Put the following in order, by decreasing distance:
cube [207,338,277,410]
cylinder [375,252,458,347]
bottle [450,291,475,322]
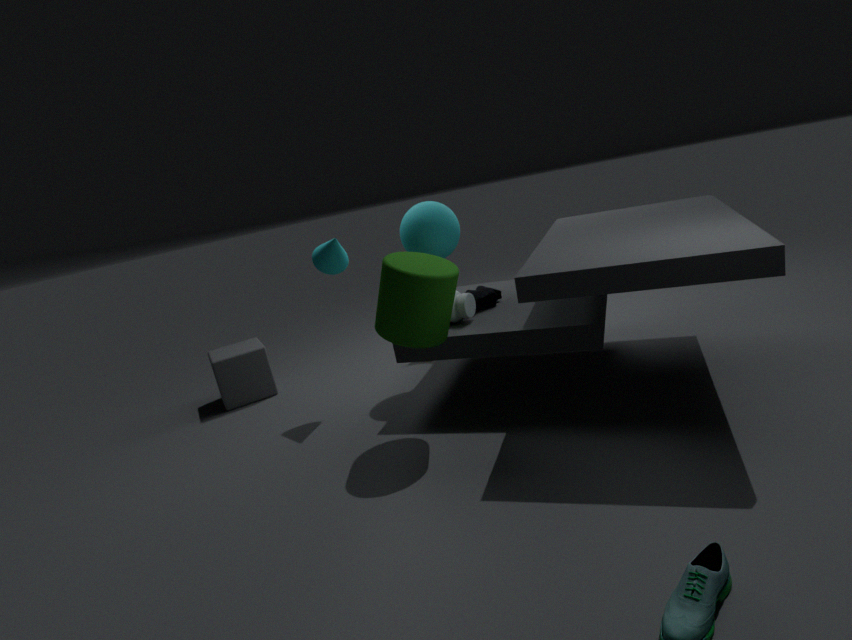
cube [207,338,277,410] → bottle [450,291,475,322] → cylinder [375,252,458,347]
